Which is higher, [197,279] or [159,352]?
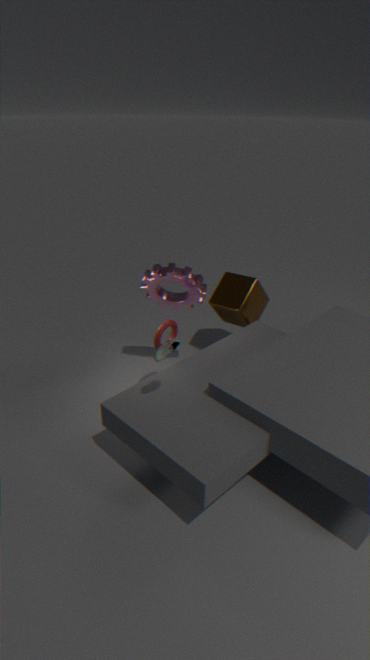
[159,352]
